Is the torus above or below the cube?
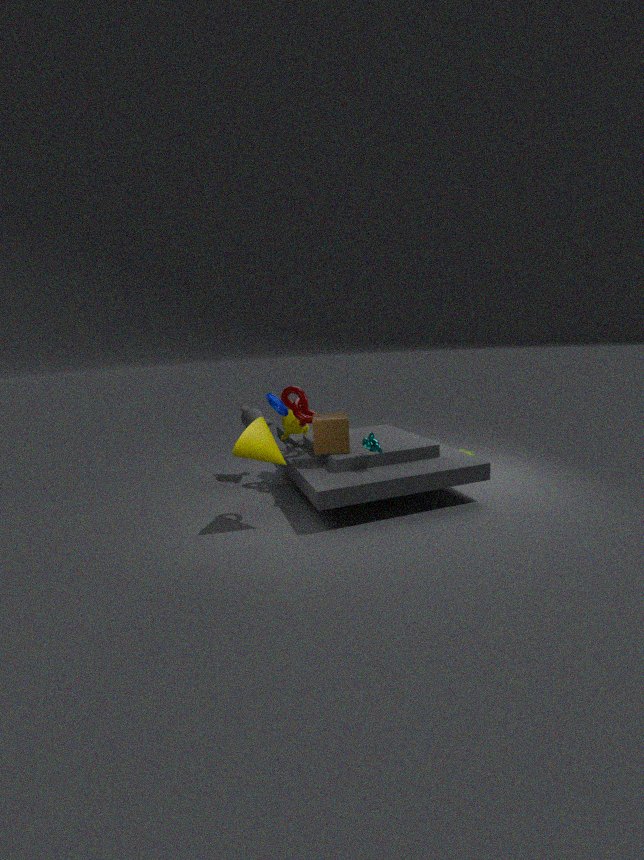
above
